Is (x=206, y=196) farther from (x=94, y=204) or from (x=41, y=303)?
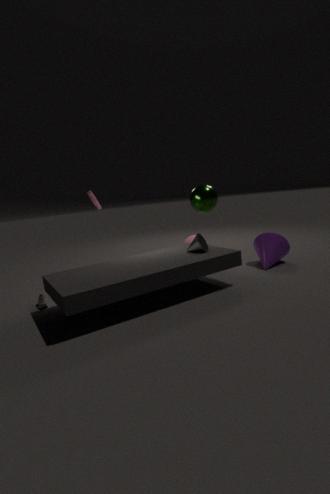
(x=41, y=303)
